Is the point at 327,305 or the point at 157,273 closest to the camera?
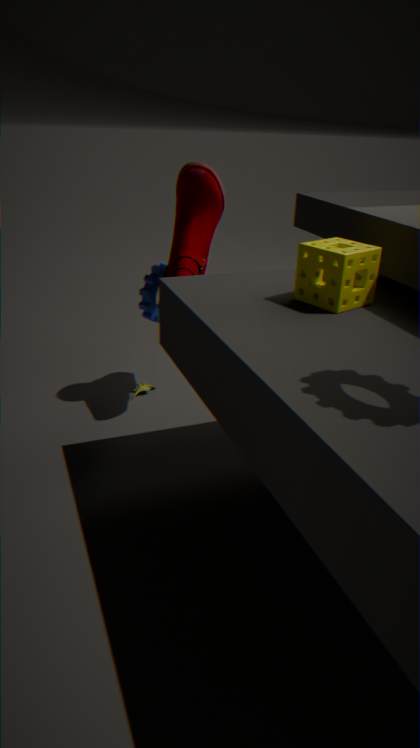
the point at 327,305
